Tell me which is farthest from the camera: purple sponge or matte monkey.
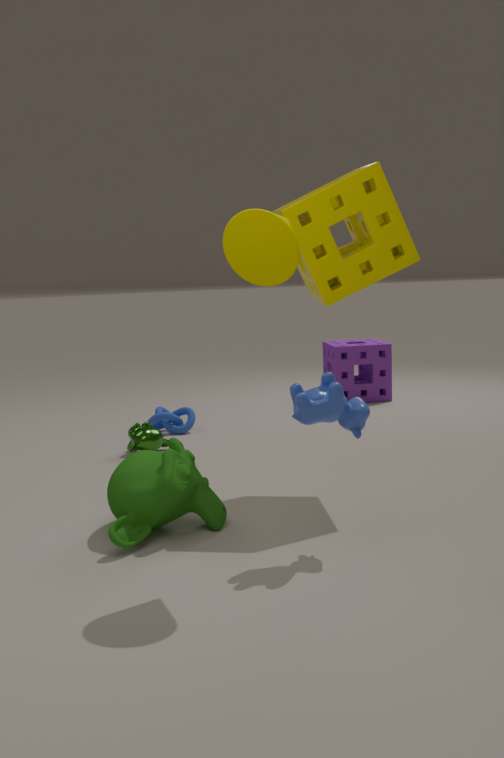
purple sponge
